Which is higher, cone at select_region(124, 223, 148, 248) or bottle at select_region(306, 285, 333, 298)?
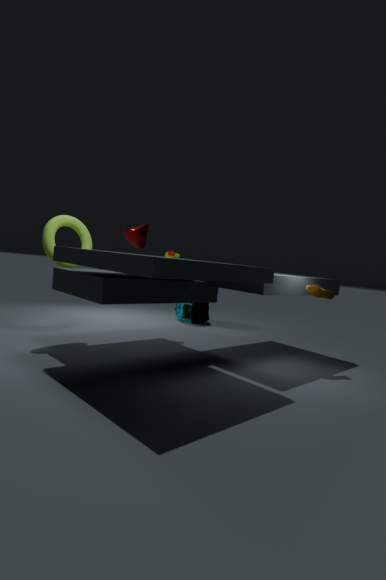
cone at select_region(124, 223, 148, 248)
